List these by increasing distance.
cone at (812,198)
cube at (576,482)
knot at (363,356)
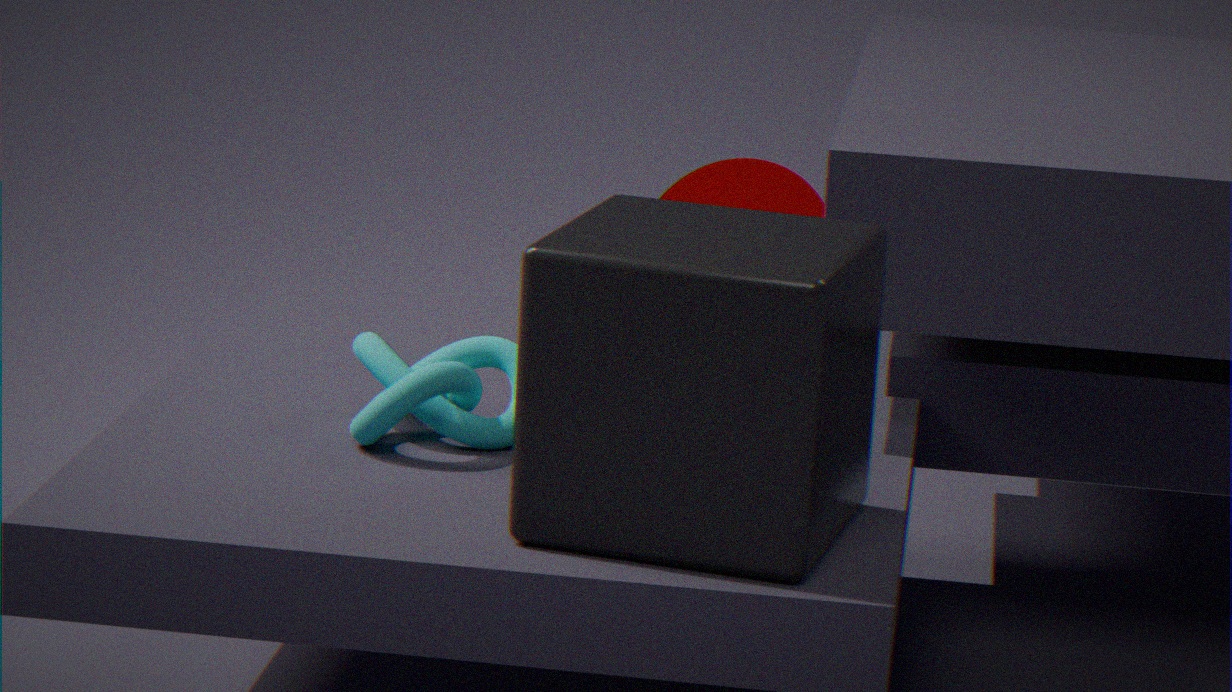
cube at (576,482) → knot at (363,356) → cone at (812,198)
